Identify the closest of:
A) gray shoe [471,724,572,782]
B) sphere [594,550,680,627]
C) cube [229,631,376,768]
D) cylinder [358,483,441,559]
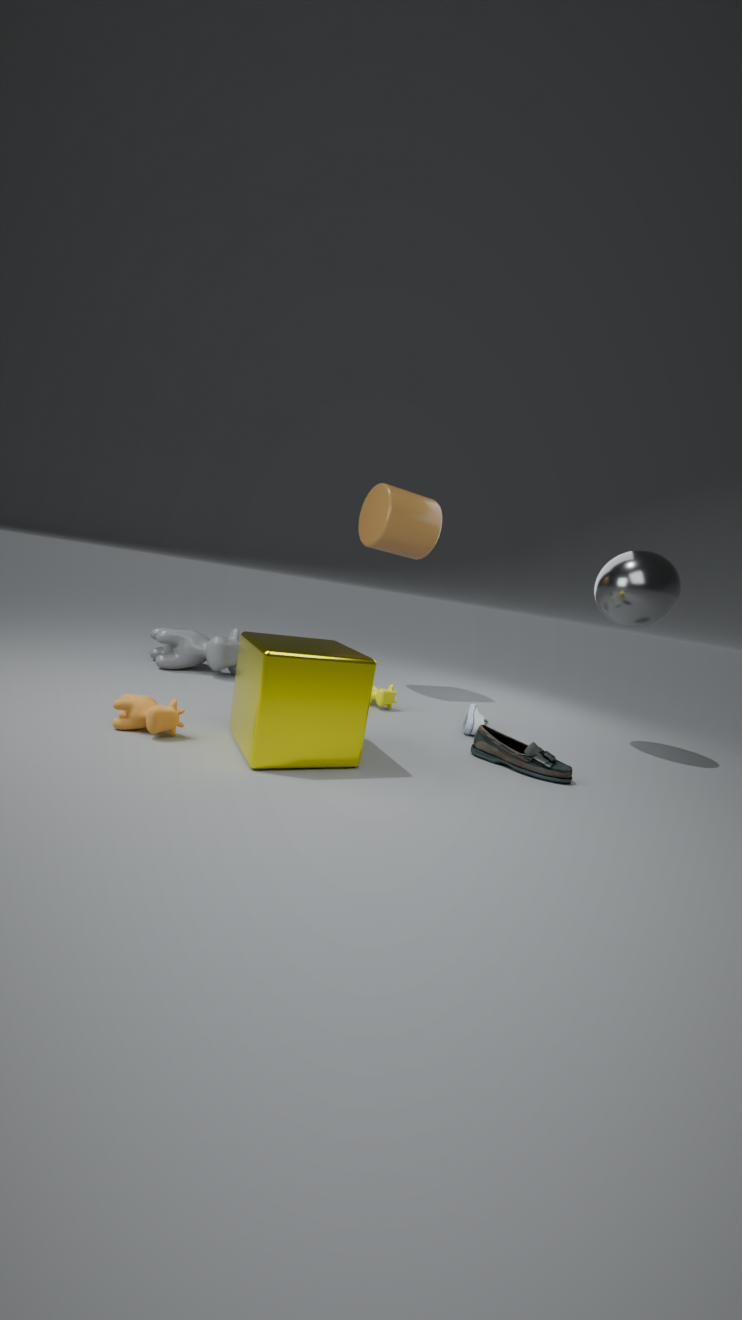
cube [229,631,376,768]
